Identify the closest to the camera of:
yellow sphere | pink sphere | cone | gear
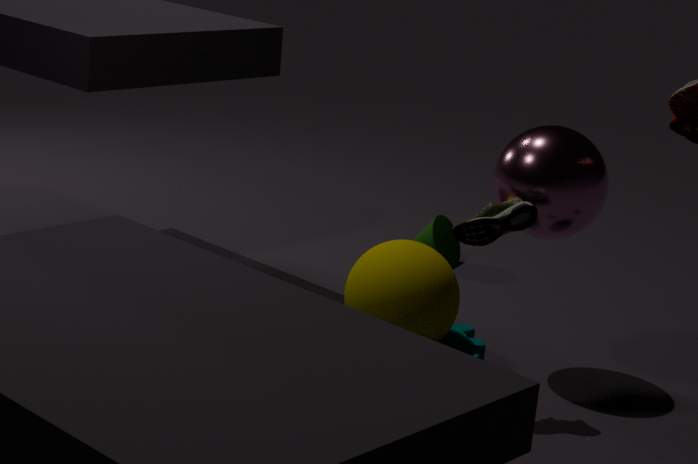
yellow sphere
